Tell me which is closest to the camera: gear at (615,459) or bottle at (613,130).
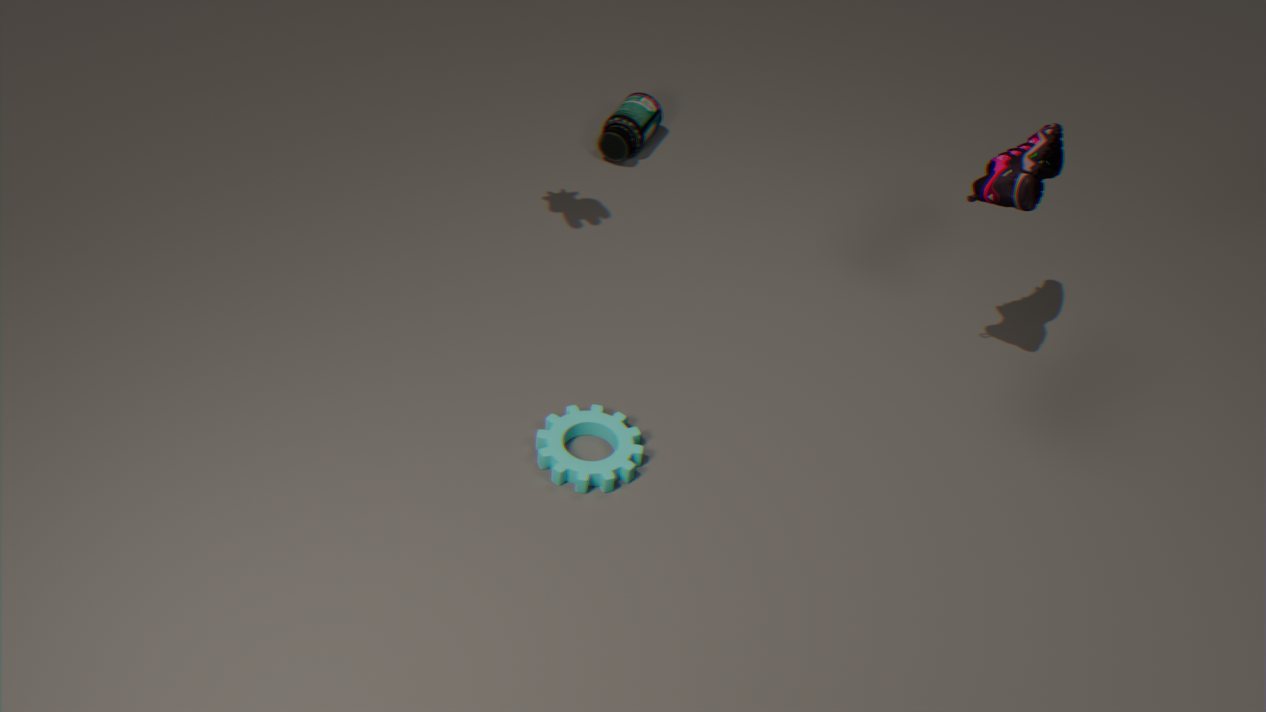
gear at (615,459)
